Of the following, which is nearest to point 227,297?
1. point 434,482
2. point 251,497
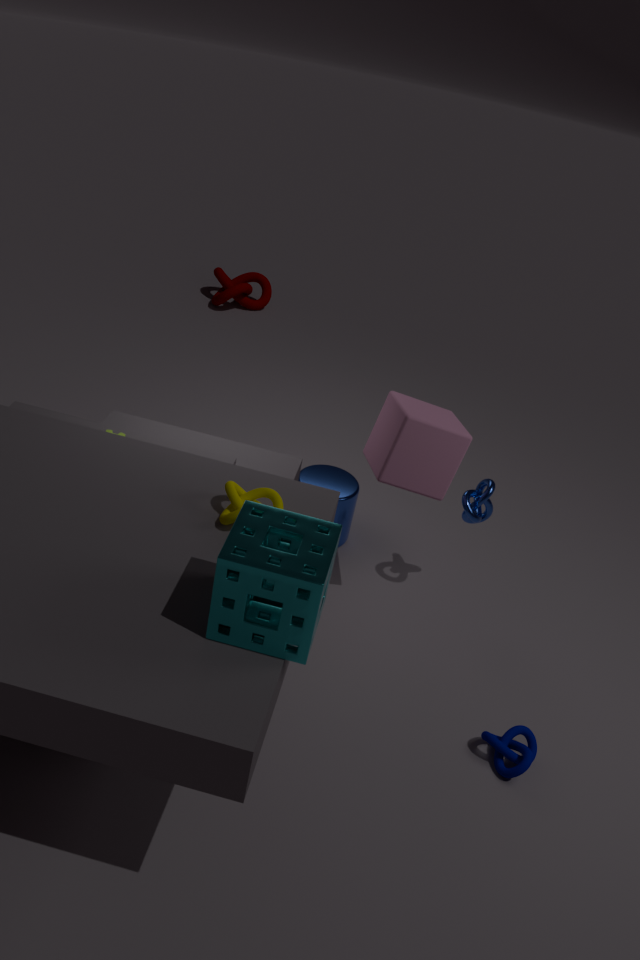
point 434,482
